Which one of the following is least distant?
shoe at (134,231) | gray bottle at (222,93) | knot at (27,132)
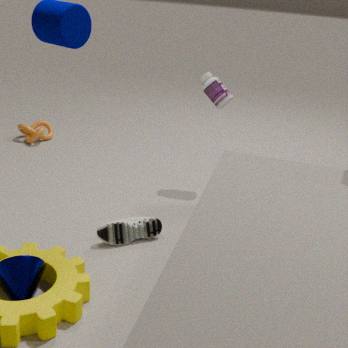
shoe at (134,231)
